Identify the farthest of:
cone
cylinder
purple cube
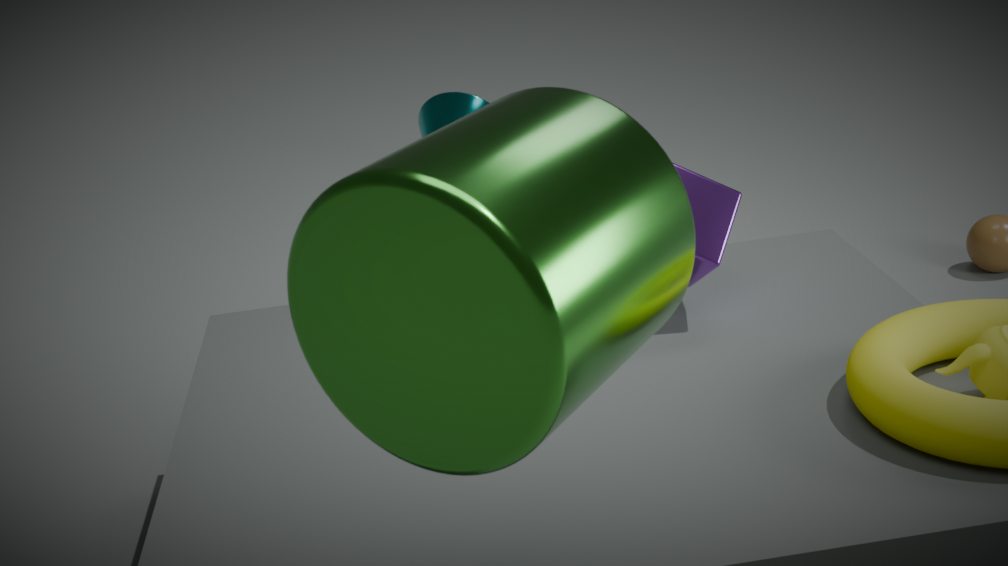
cone
